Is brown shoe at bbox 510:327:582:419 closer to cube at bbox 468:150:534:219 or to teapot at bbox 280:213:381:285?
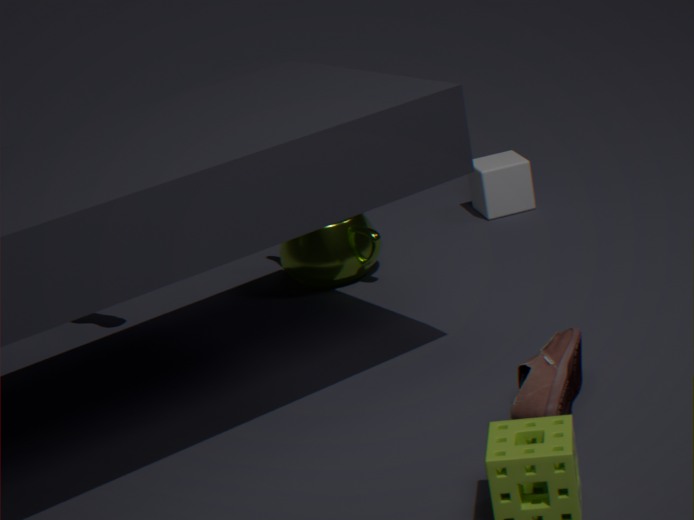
teapot at bbox 280:213:381:285
